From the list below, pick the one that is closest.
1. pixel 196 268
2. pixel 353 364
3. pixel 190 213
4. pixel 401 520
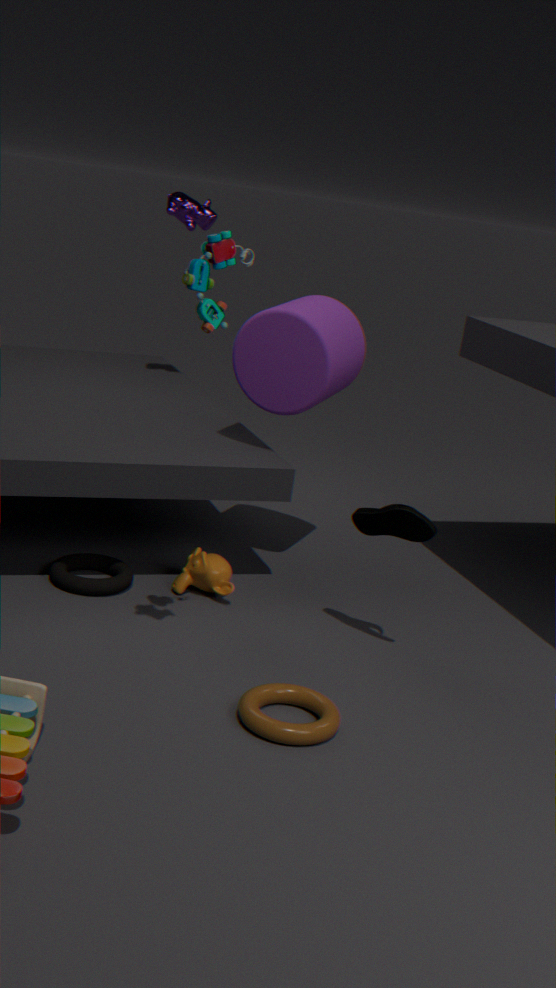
pixel 196 268
